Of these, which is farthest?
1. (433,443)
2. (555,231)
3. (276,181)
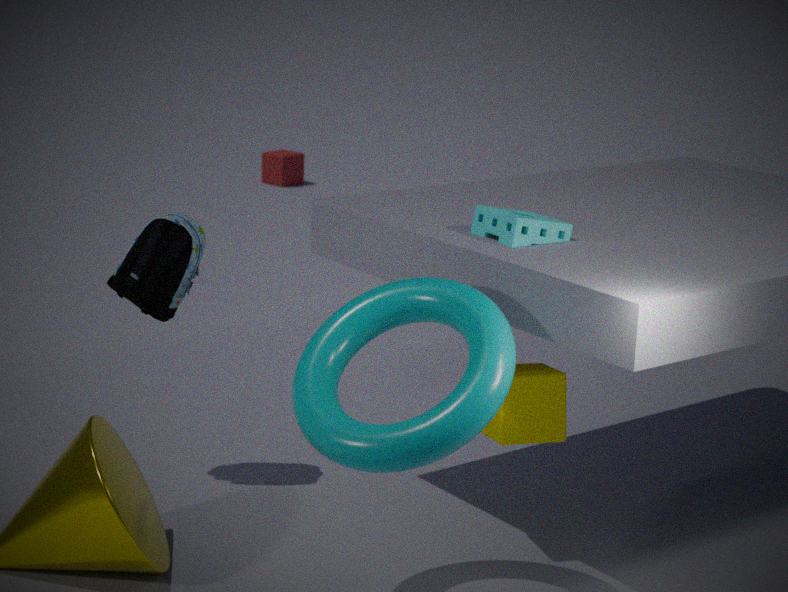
(276,181)
